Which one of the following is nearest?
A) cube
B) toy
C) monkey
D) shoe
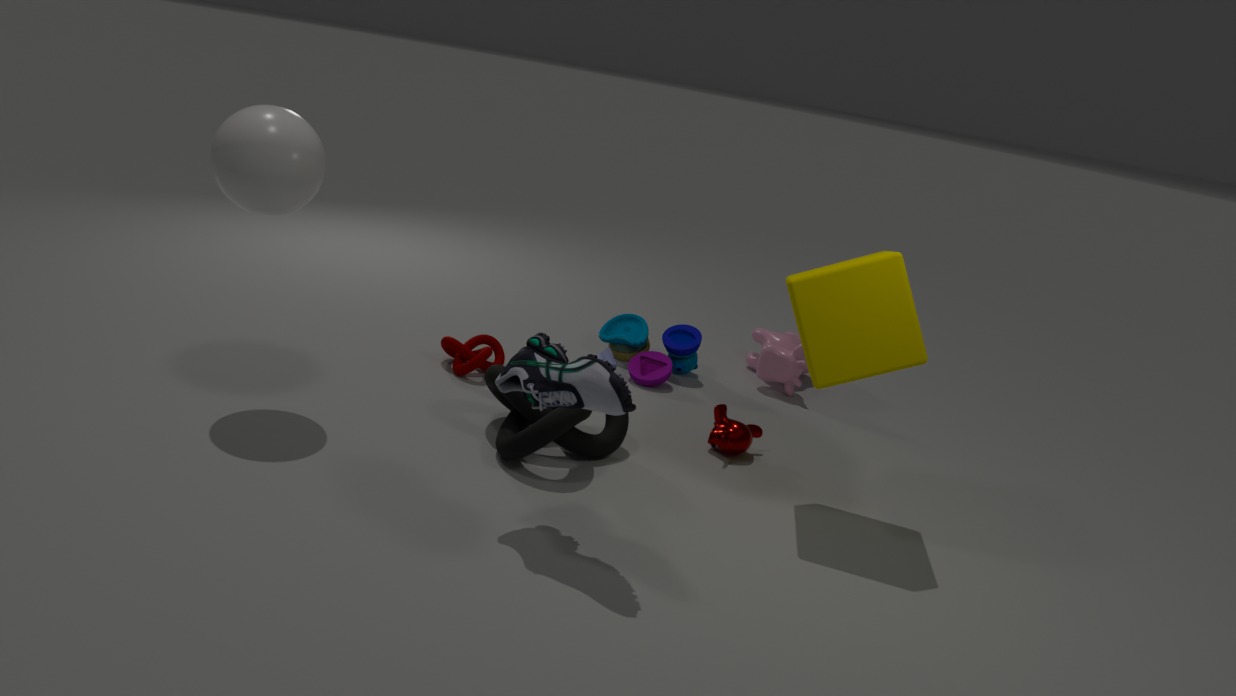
shoe
